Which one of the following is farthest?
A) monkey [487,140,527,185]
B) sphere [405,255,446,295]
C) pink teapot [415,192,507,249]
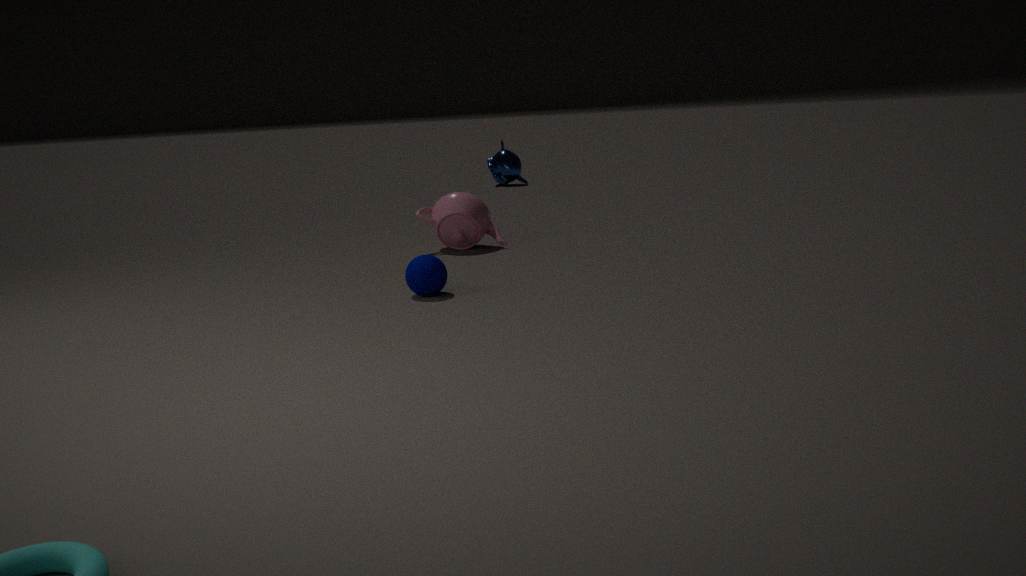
monkey [487,140,527,185]
